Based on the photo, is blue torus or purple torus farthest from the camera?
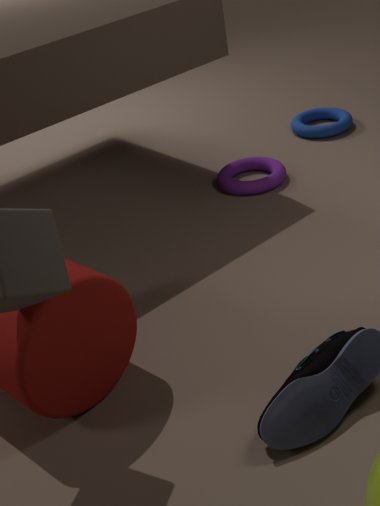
blue torus
